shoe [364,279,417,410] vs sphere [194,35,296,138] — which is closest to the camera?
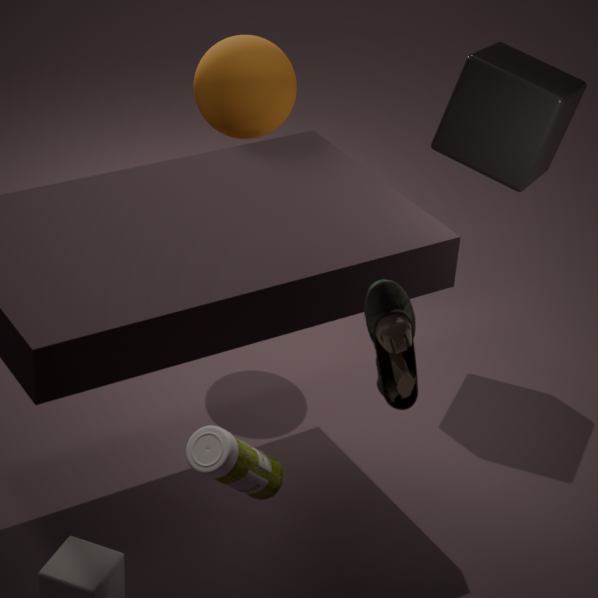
shoe [364,279,417,410]
